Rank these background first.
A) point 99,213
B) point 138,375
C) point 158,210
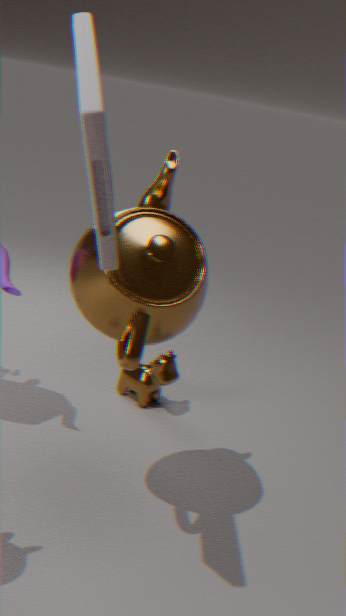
point 138,375 < point 158,210 < point 99,213
